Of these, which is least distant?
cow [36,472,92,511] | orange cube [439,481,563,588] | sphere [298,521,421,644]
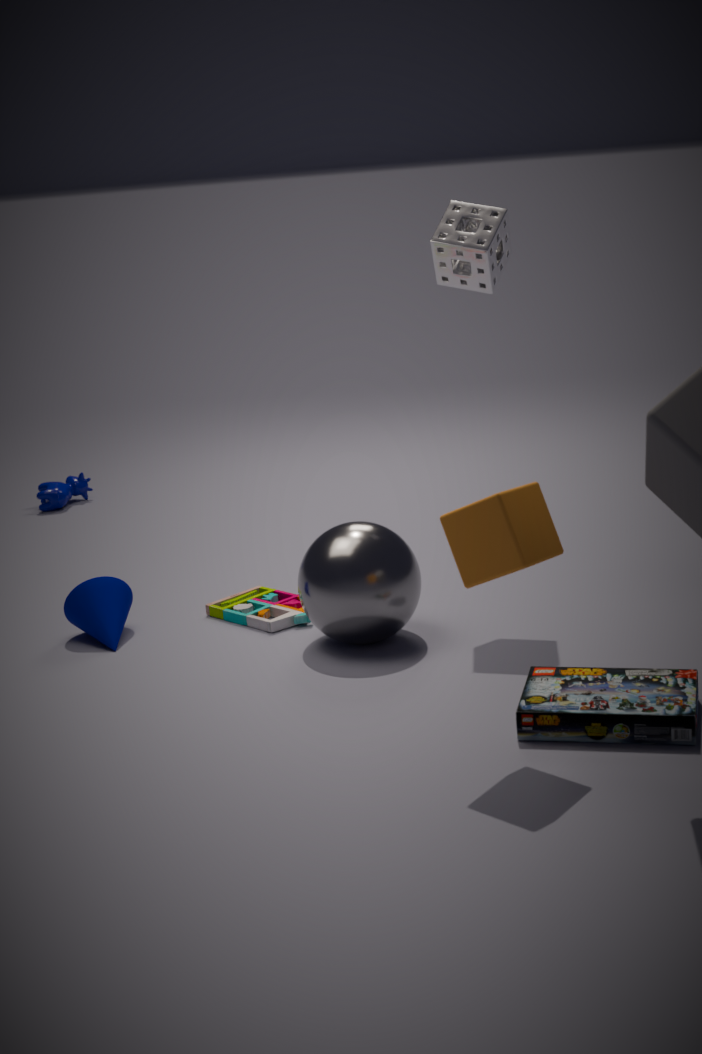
orange cube [439,481,563,588]
